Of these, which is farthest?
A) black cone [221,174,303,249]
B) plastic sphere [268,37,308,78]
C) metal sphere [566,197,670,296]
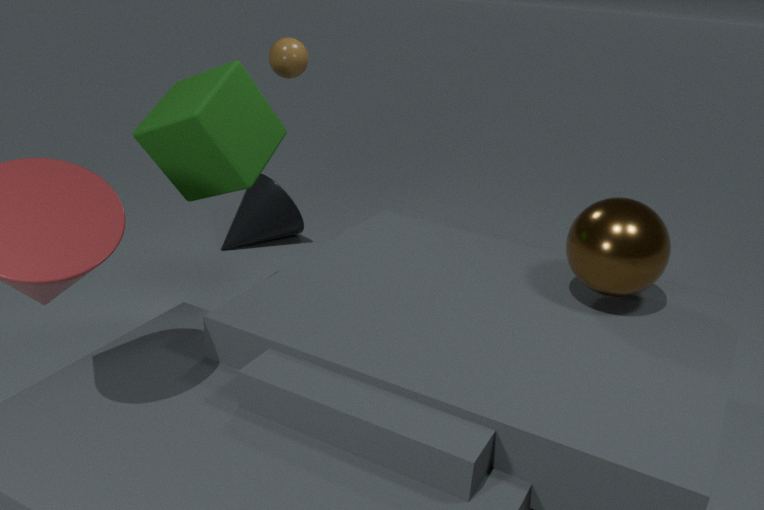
A. black cone [221,174,303,249]
